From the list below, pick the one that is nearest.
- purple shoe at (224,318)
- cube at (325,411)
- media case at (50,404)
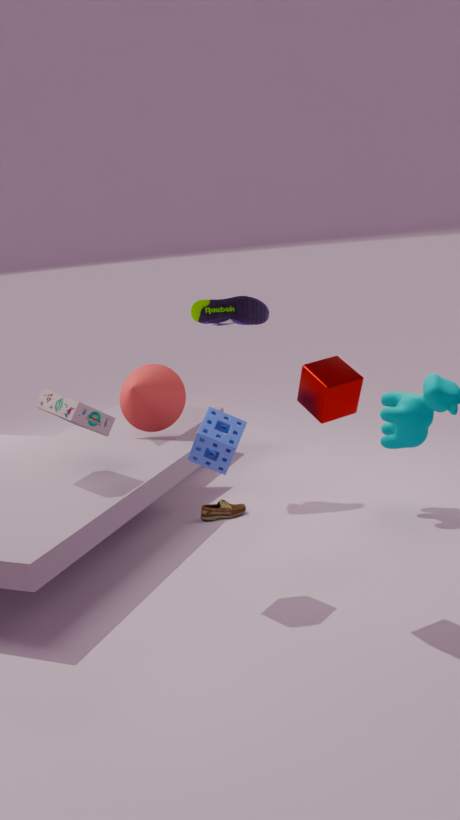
cube at (325,411)
